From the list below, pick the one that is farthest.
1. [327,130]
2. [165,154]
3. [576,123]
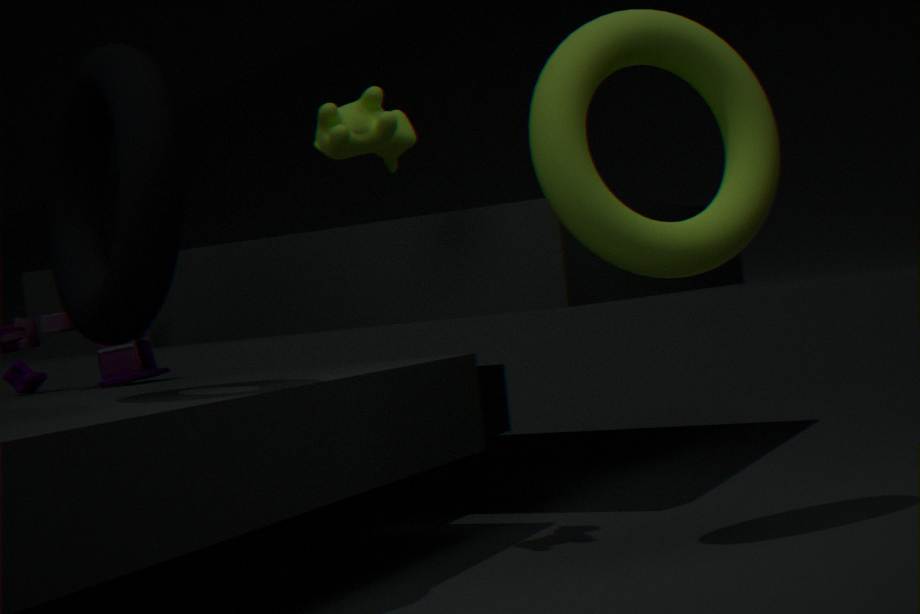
[327,130]
